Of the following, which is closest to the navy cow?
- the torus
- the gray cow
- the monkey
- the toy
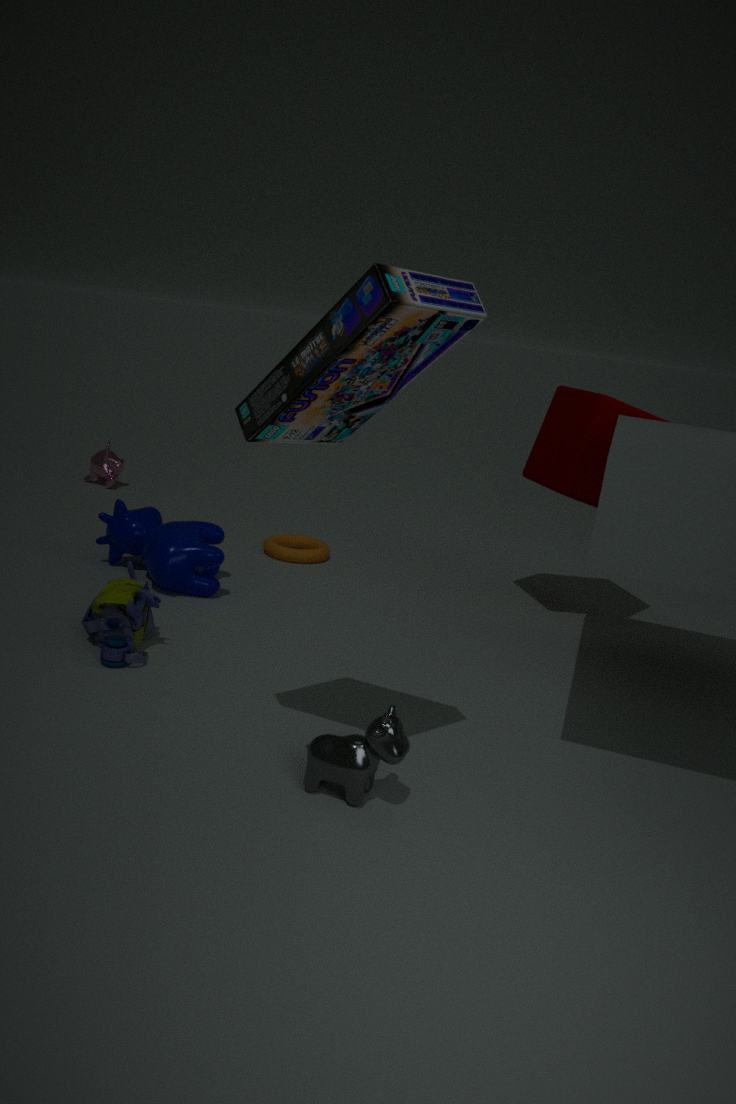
the toy
